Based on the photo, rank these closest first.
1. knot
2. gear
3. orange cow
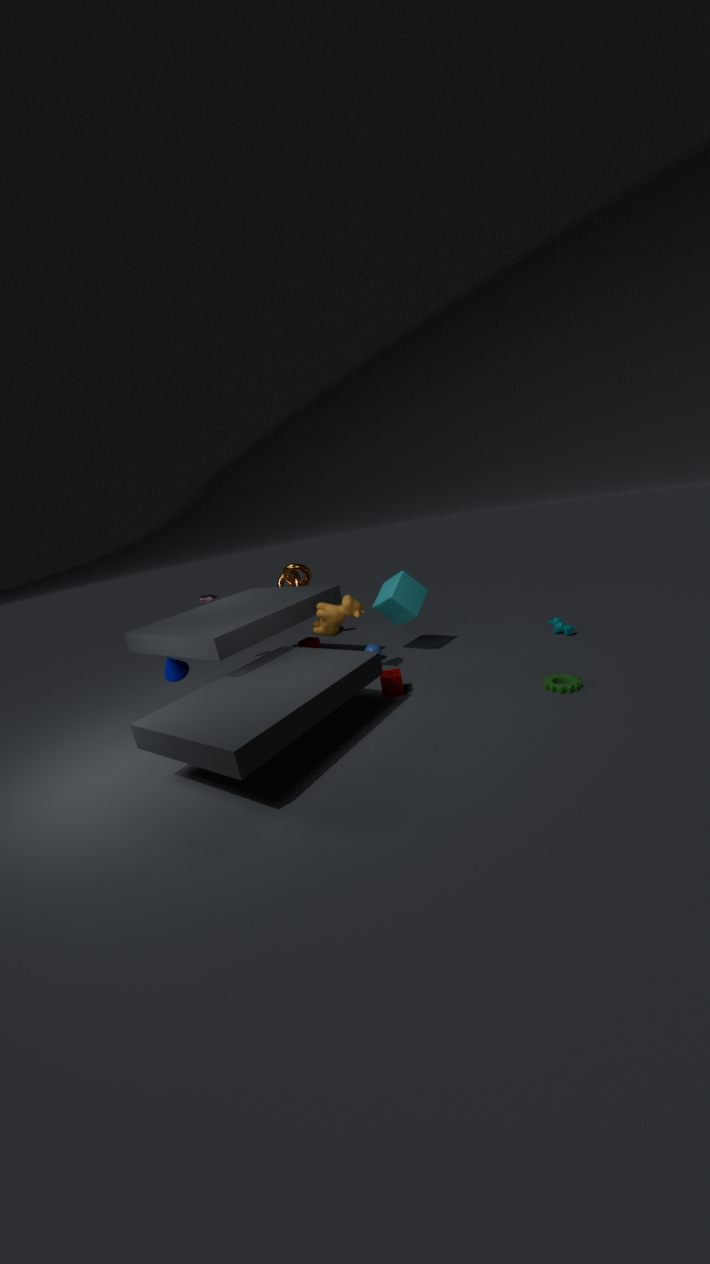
gear, orange cow, knot
